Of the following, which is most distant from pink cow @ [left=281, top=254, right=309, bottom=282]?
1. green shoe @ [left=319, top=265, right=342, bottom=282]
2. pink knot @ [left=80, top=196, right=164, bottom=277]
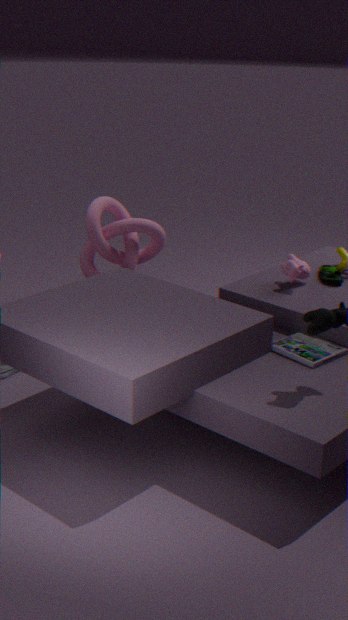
pink knot @ [left=80, top=196, right=164, bottom=277]
